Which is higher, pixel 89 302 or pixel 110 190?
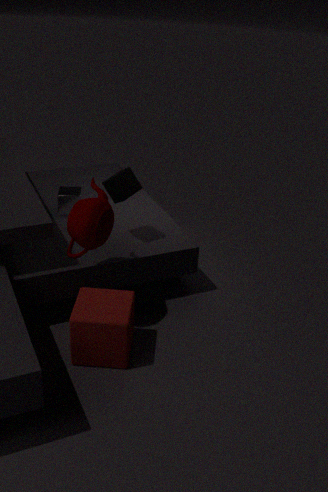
pixel 110 190
